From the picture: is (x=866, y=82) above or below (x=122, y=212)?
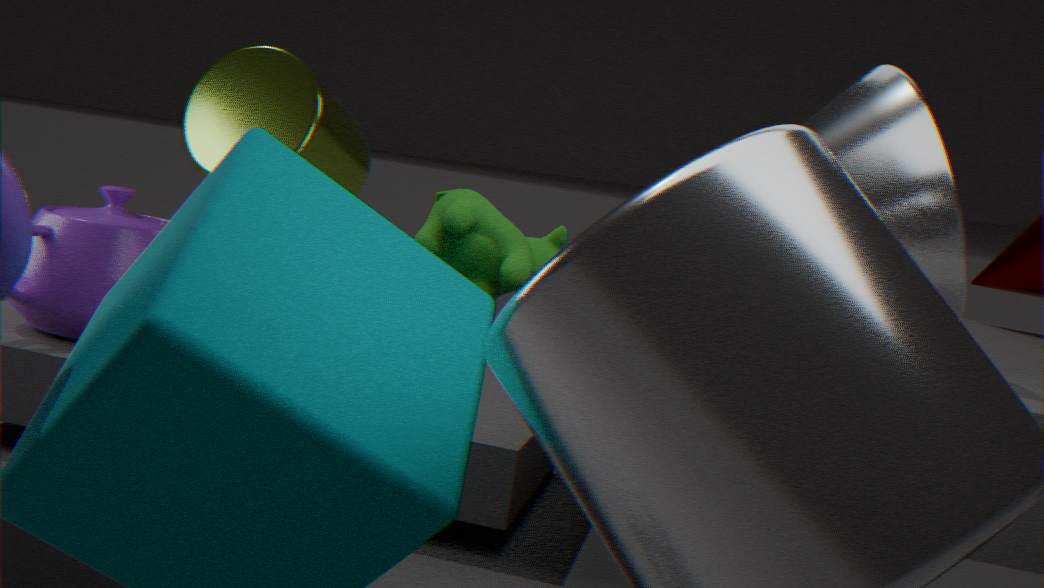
above
